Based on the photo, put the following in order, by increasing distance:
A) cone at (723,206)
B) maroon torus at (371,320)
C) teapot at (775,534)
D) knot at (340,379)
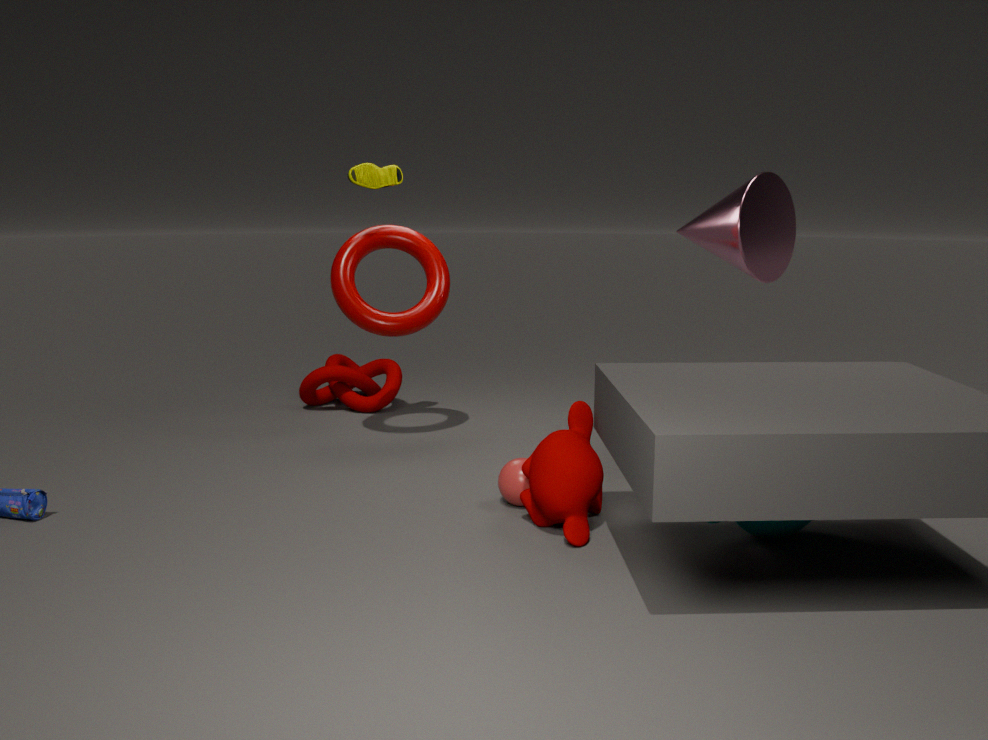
1. teapot at (775,534)
2. cone at (723,206)
3. maroon torus at (371,320)
4. knot at (340,379)
